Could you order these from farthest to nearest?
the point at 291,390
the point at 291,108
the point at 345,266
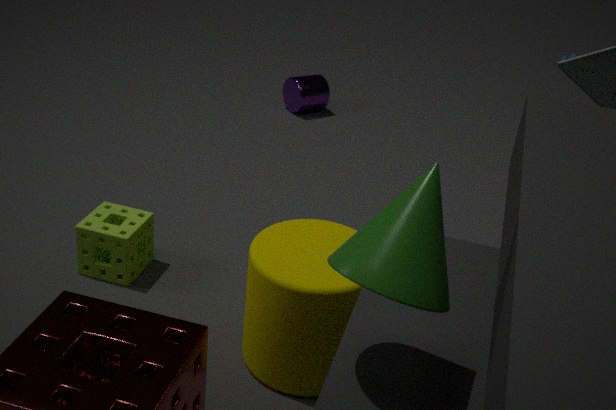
the point at 291,108 < the point at 291,390 < the point at 345,266
